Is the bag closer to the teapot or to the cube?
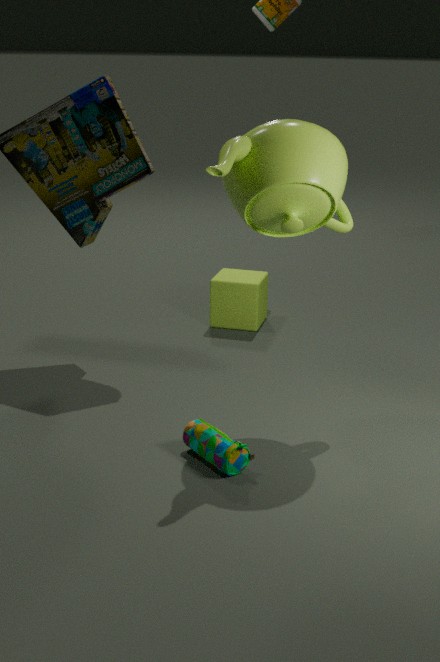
the teapot
